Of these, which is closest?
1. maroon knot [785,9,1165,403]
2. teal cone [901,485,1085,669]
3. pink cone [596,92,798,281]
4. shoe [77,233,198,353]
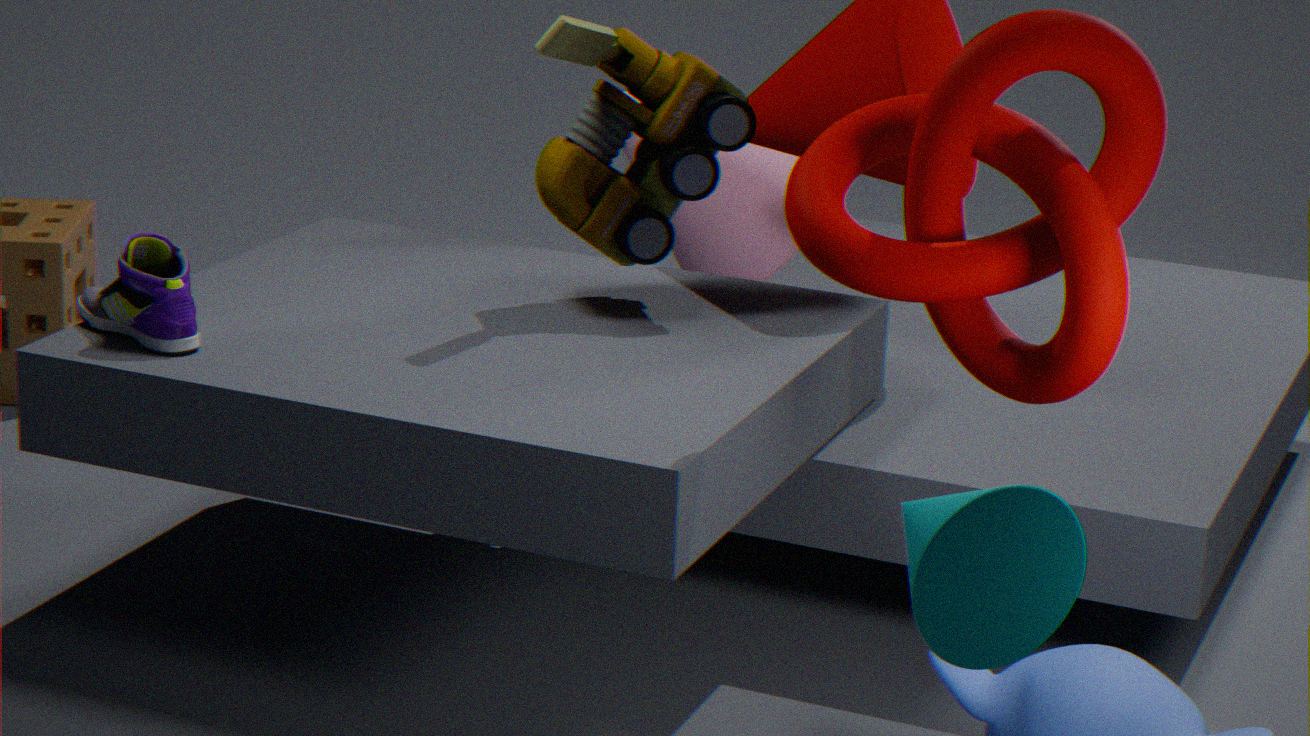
teal cone [901,485,1085,669]
